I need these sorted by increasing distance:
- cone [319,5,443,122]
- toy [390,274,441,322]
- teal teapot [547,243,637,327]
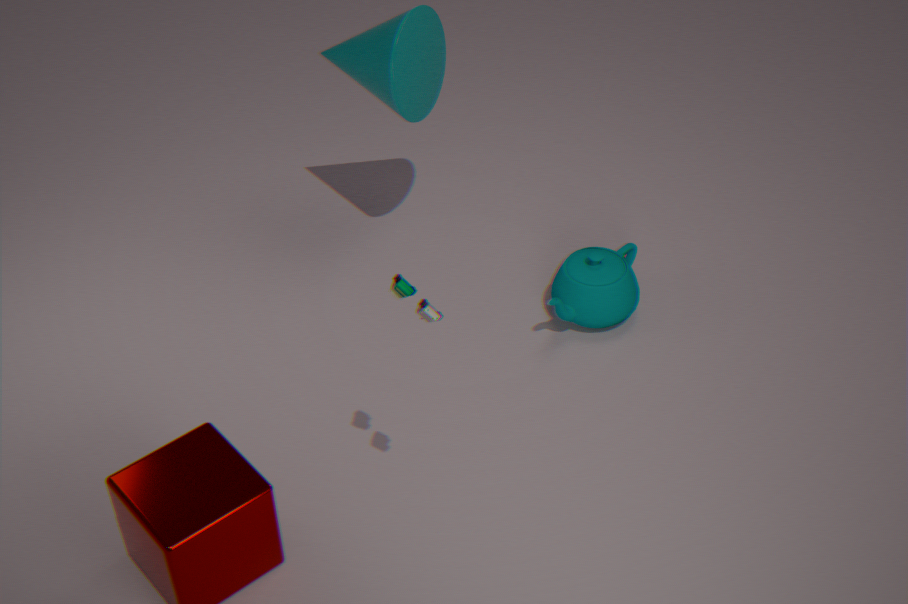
toy [390,274,441,322], cone [319,5,443,122], teal teapot [547,243,637,327]
